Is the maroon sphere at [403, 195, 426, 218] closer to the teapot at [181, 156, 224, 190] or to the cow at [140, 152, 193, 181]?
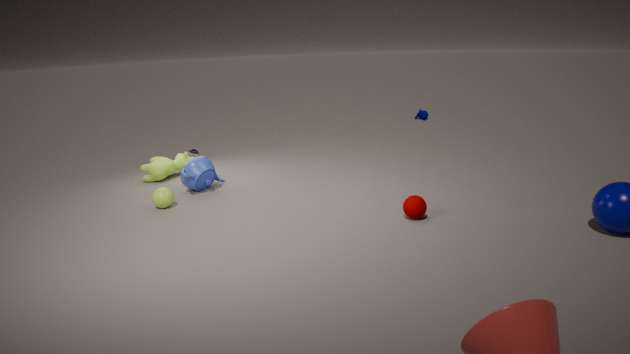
the teapot at [181, 156, 224, 190]
